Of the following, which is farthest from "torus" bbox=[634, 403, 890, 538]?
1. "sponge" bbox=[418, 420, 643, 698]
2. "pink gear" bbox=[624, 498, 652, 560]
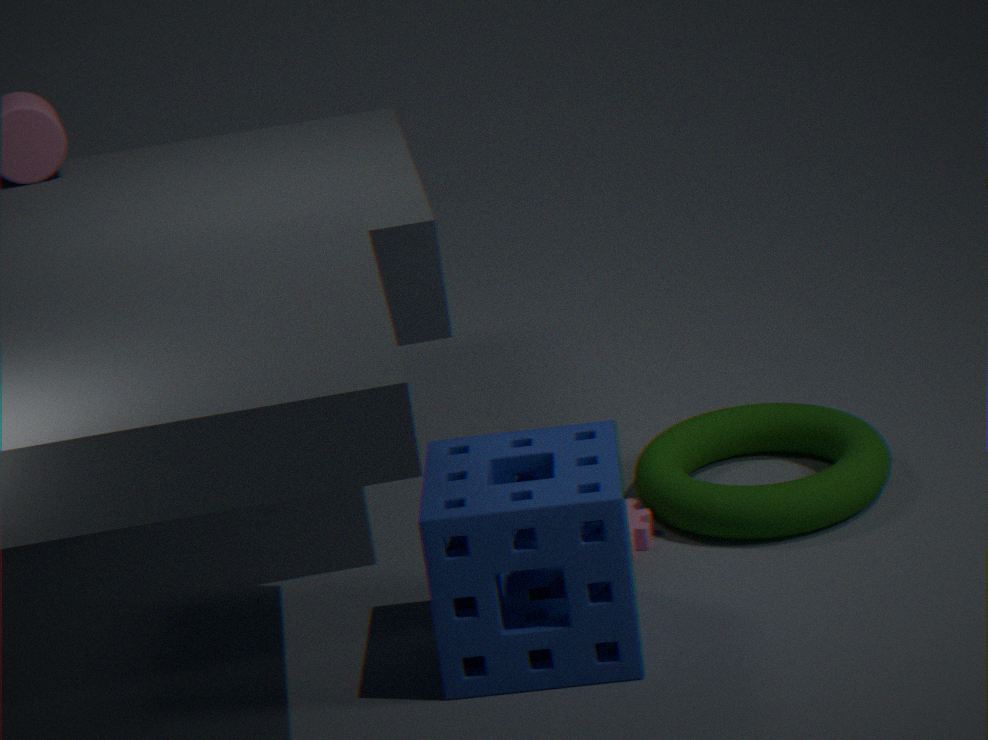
"sponge" bbox=[418, 420, 643, 698]
